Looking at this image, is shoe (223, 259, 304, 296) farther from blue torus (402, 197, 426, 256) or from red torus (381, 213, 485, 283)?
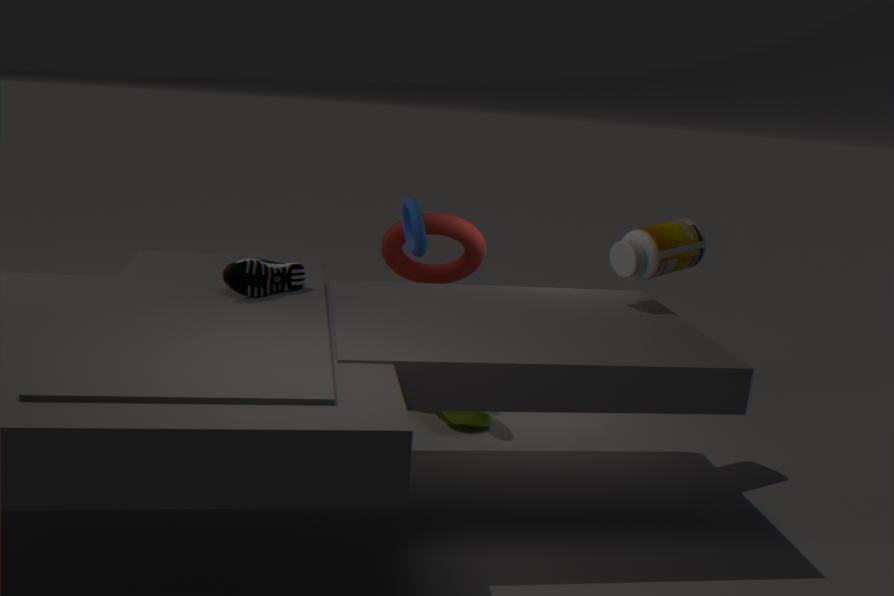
red torus (381, 213, 485, 283)
